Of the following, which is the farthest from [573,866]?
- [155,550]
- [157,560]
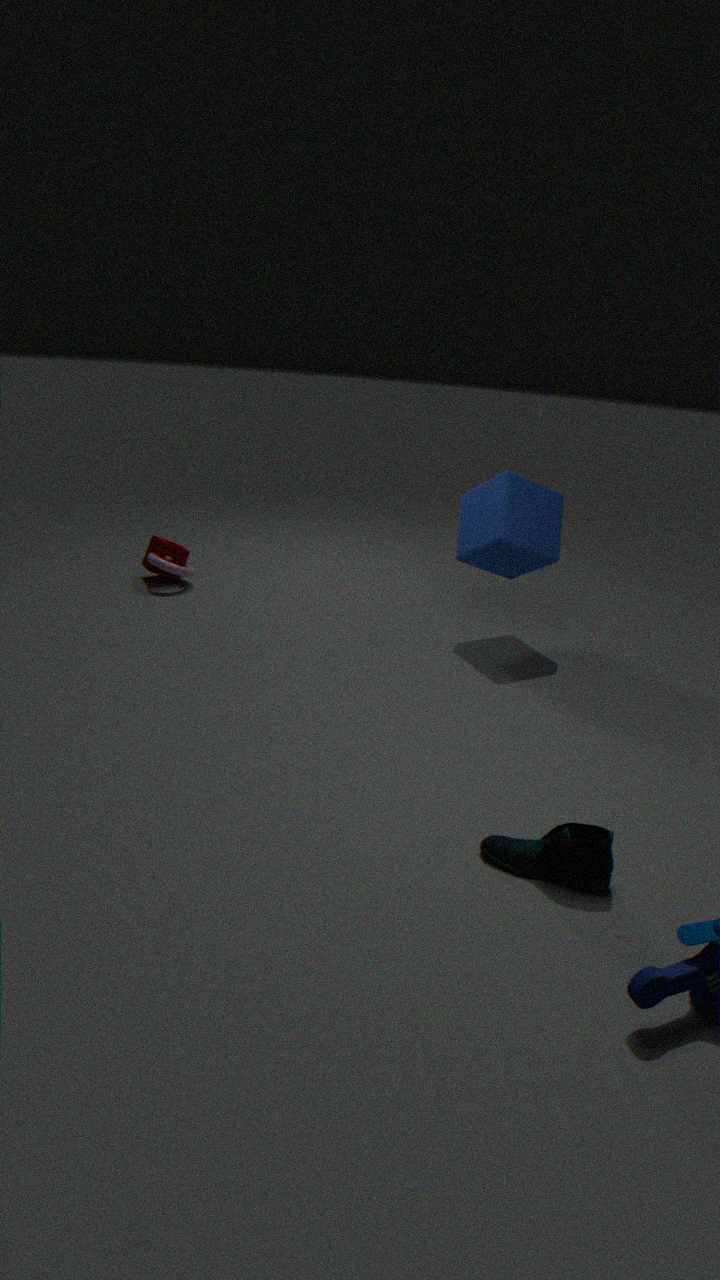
[155,550]
